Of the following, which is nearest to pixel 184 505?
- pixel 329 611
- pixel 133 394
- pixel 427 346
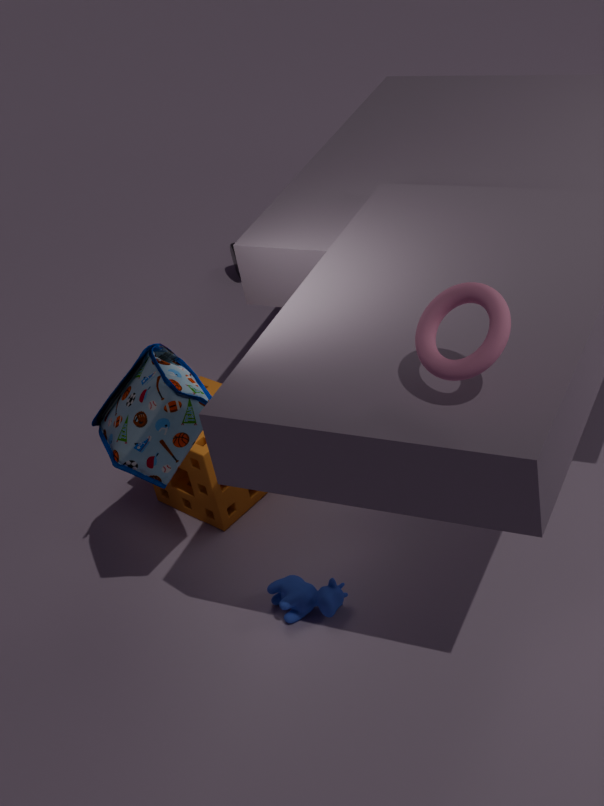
pixel 133 394
